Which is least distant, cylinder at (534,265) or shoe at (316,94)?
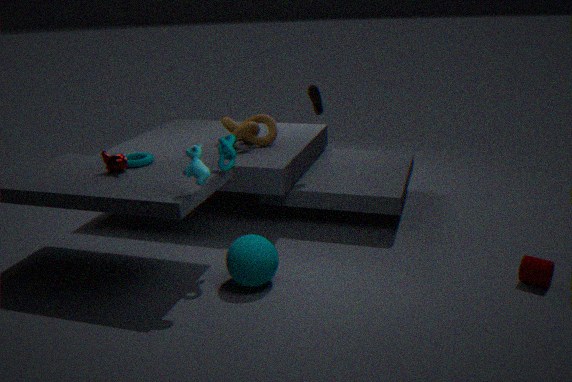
cylinder at (534,265)
